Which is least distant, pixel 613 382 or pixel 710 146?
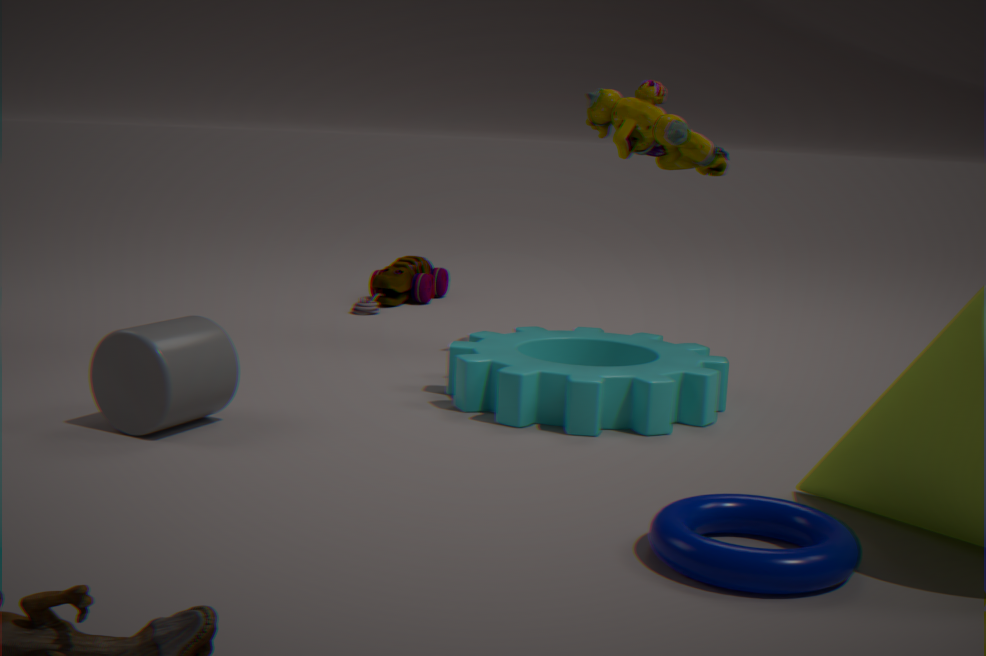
pixel 613 382
